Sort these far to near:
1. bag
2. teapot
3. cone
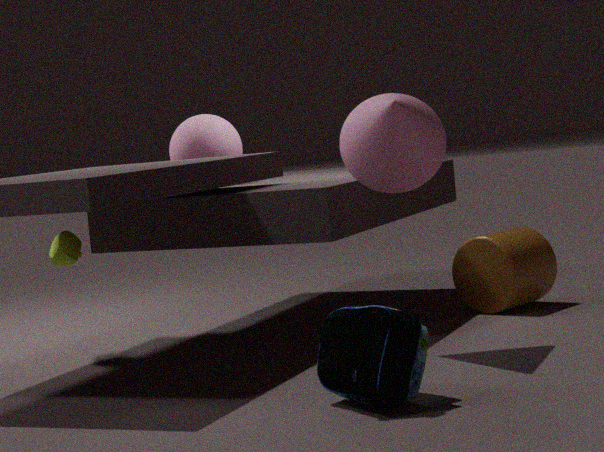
teapot < cone < bag
